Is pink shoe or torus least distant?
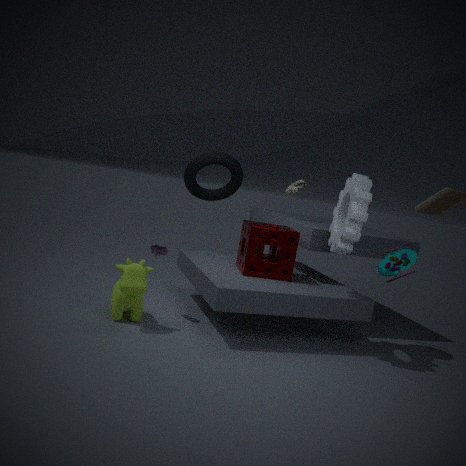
pink shoe
